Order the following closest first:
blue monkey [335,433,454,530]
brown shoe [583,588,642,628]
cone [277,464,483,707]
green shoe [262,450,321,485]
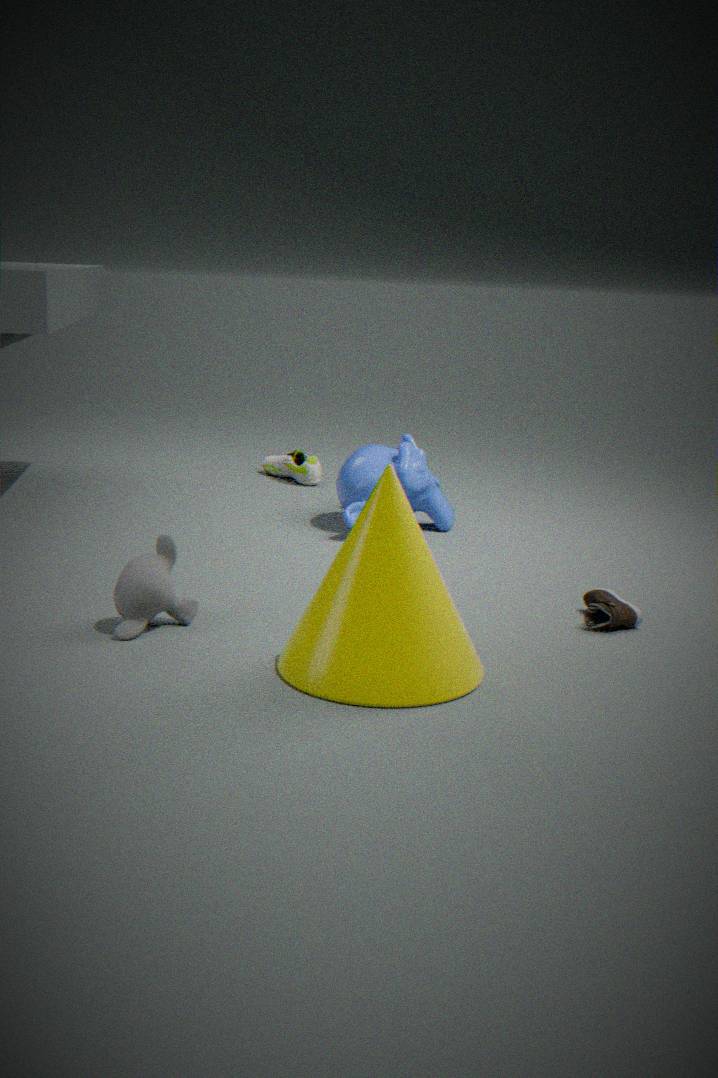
cone [277,464,483,707] → brown shoe [583,588,642,628] → blue monkey [335,433,454,530] → green shoe [262,450,321,485]
